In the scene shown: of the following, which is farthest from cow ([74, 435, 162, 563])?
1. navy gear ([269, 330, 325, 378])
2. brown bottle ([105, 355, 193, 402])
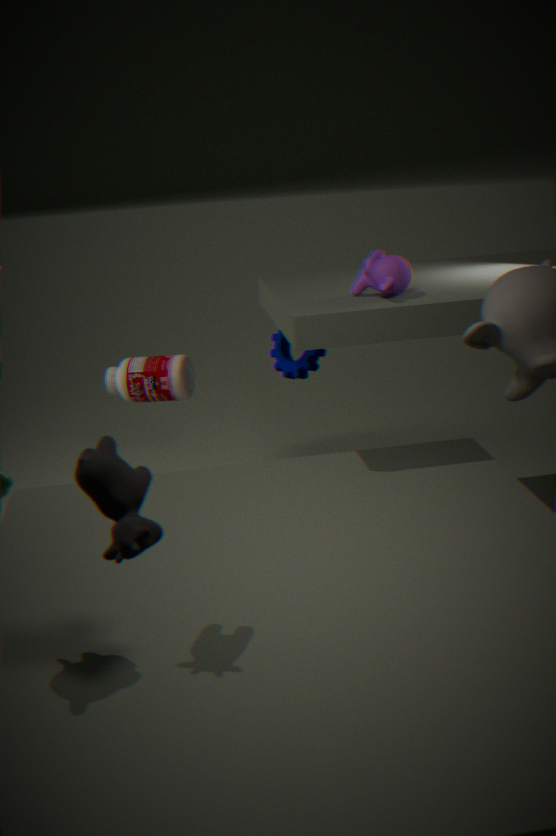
brown bottle ([105, 355, 193, 402])
